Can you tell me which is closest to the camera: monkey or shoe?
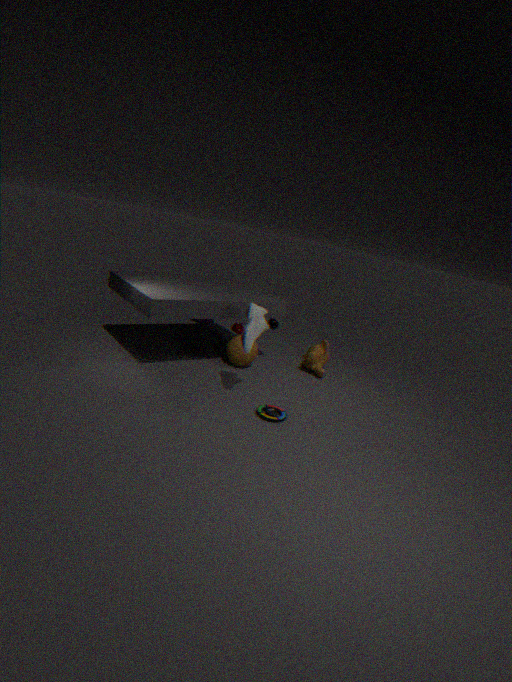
shoe
